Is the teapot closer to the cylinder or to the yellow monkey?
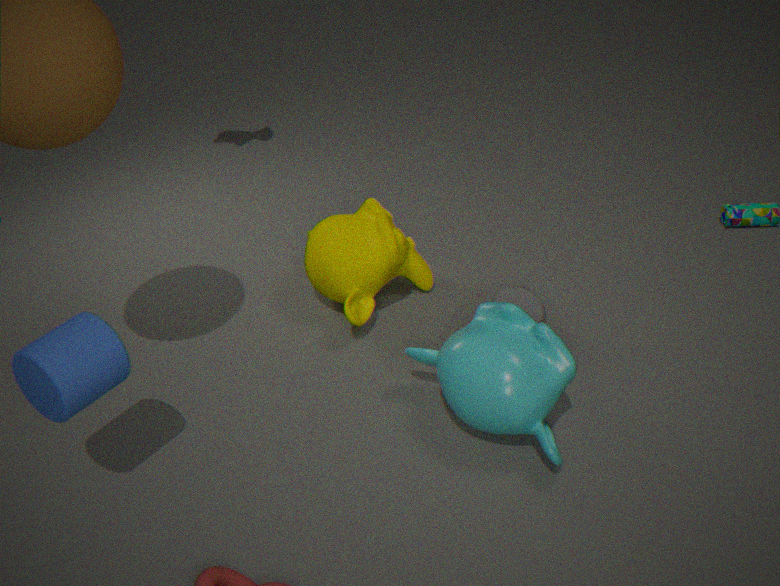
the yellow monkey
